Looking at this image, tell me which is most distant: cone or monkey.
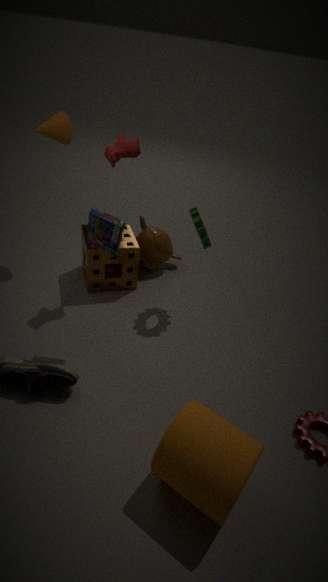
monkey
